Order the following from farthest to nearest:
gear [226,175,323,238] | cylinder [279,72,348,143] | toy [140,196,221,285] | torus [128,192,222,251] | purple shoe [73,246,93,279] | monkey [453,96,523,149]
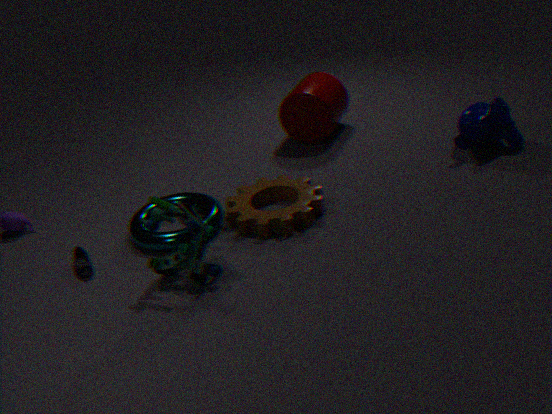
1. cylinder [279,72,348,143]
2. monkey [453,96,523,149]
3. torus [128,192,222,251]
4. gear [226,175,323,238]
5. purple shoe [73,246,93,279]
6. toy [140,196,221,285]
